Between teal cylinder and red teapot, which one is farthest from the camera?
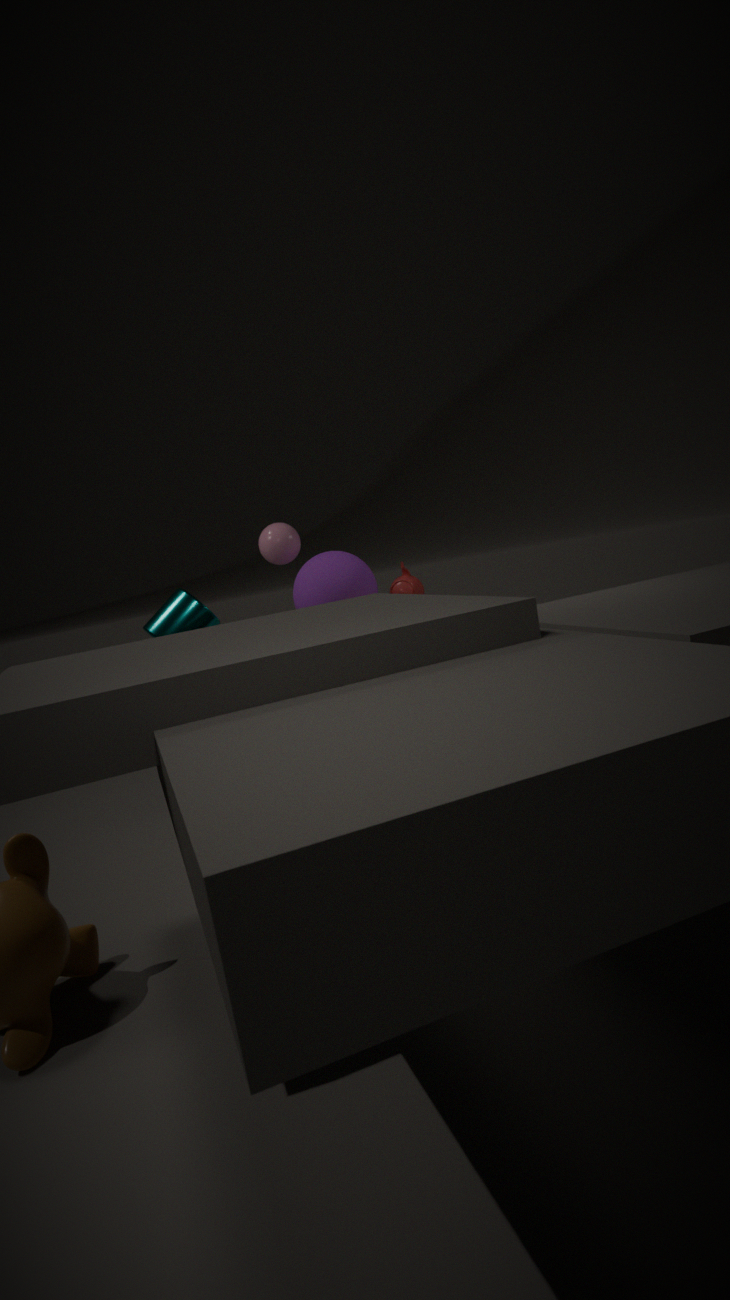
red teapot
